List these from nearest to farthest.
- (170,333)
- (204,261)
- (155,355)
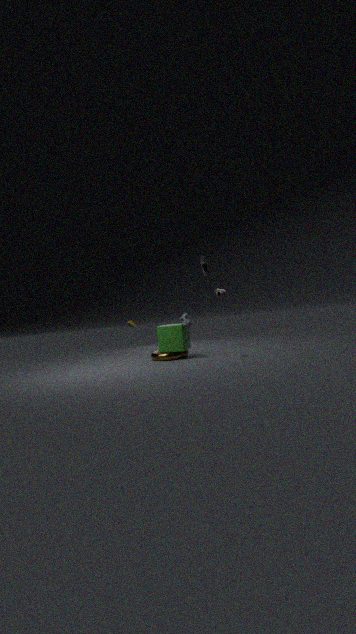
(204,261)
(170,333)
(155,355)
